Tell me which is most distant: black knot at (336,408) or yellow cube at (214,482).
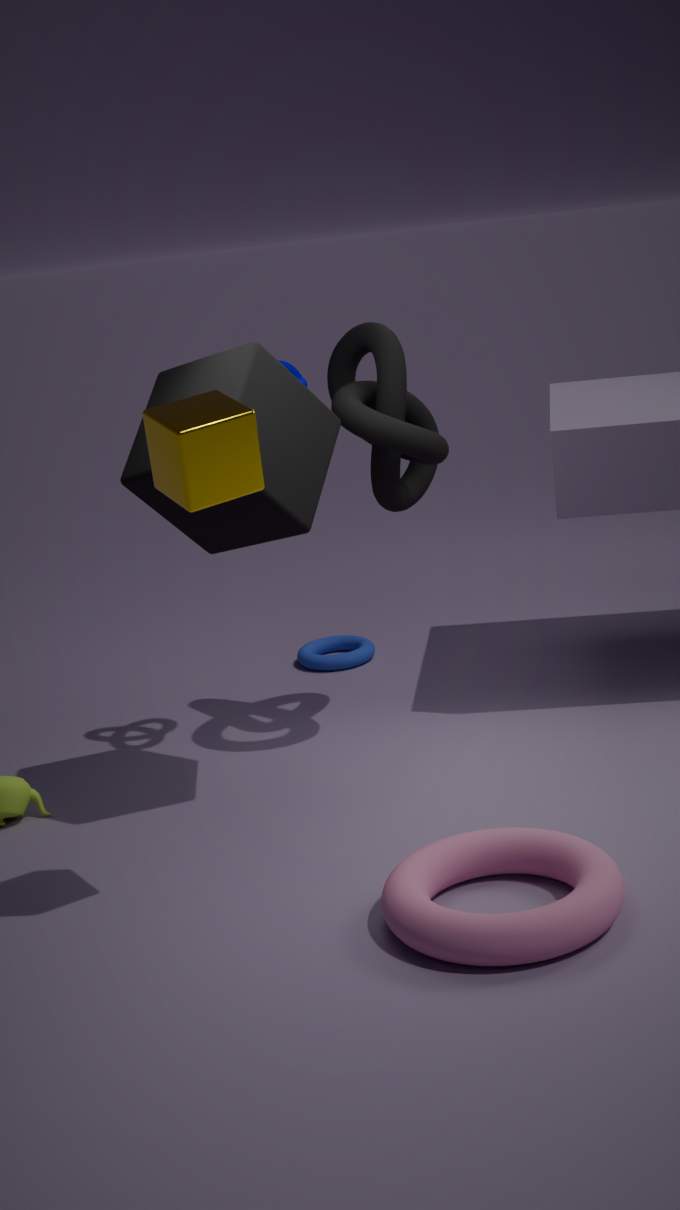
black knot at (336,408)
